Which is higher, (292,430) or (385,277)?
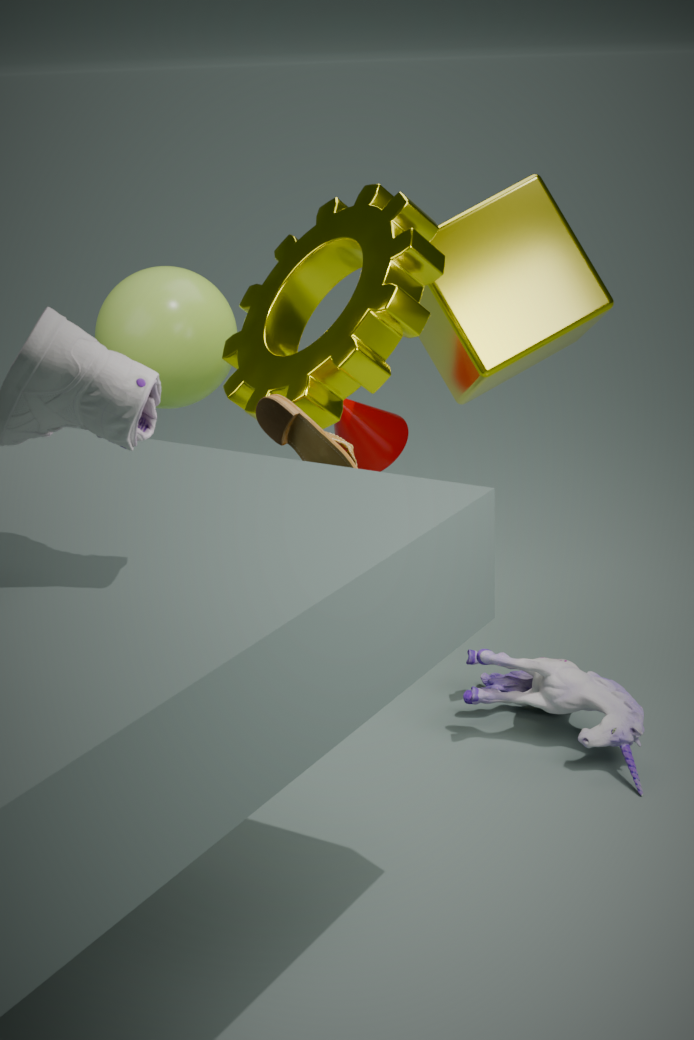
(385,277)
